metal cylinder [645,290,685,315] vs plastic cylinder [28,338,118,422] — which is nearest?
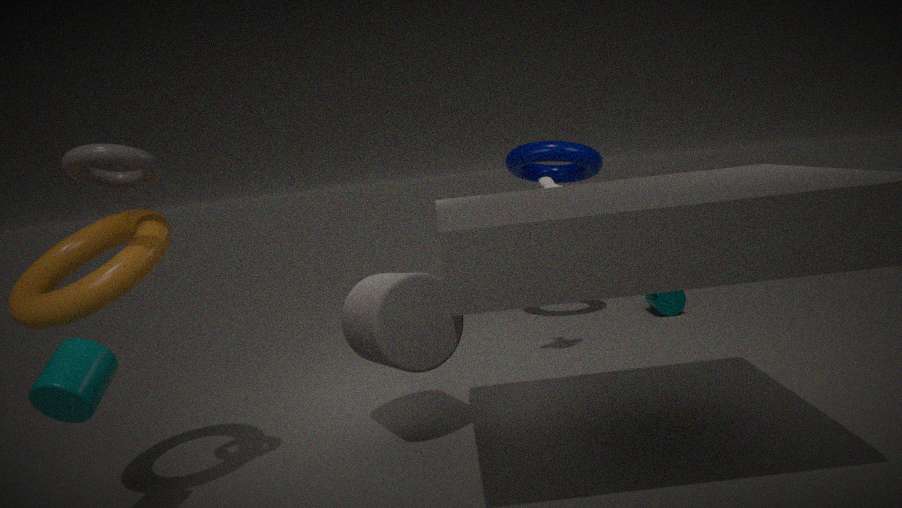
plastic cylinder [28,338,118,422]
